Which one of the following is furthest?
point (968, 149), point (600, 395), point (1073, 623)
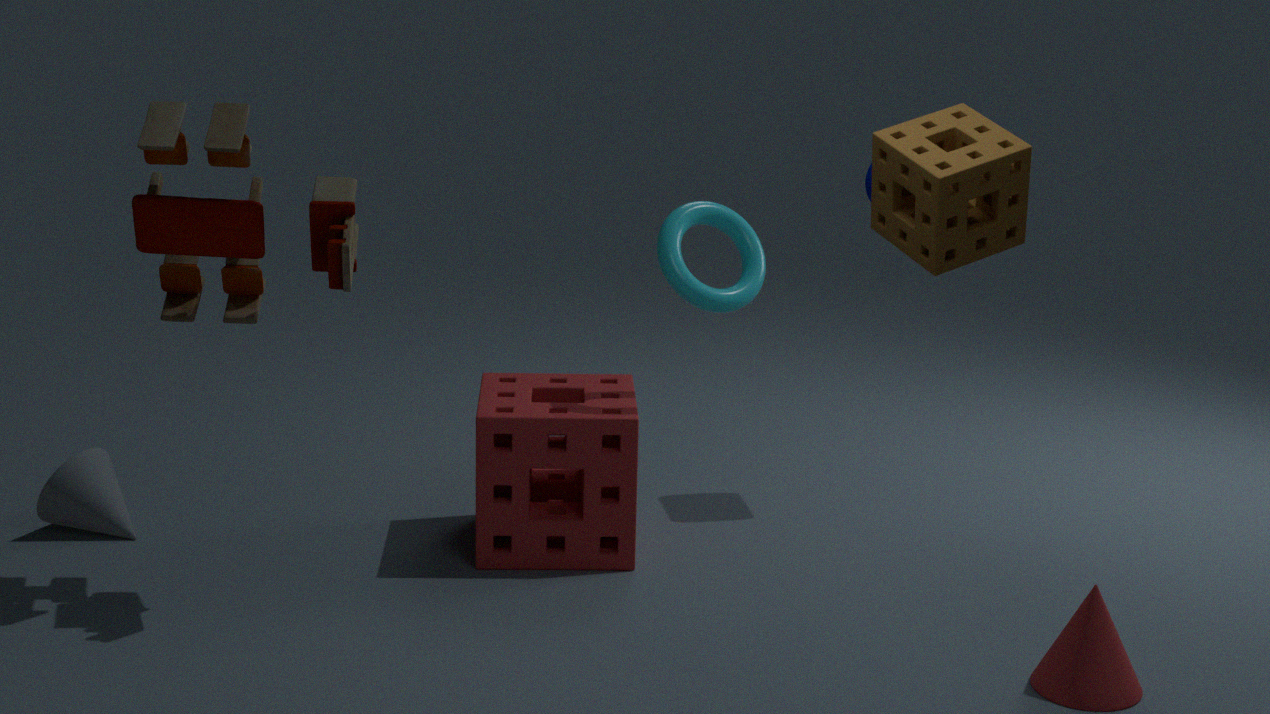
point (600, 395)
